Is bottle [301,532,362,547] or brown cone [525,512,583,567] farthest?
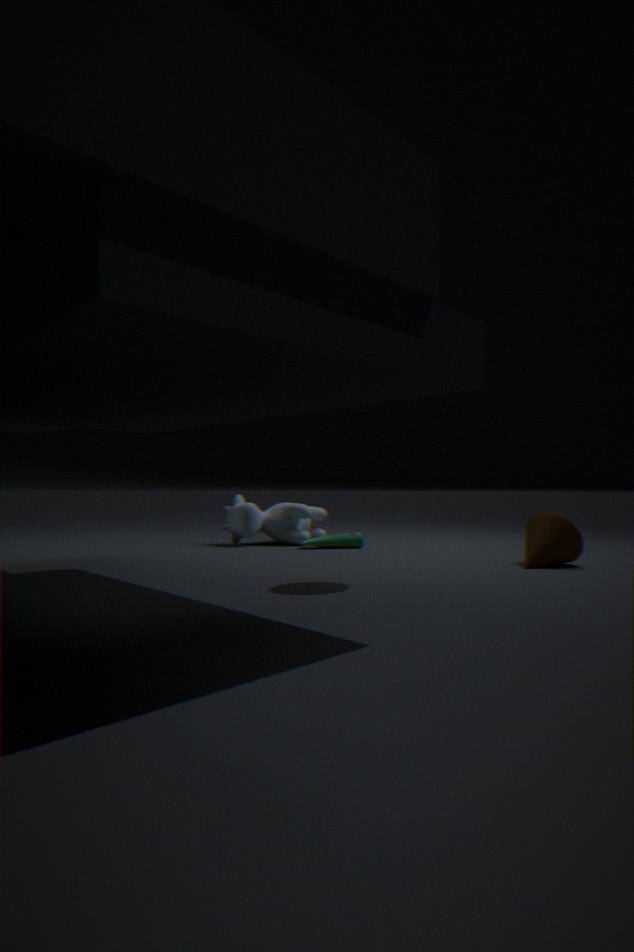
bottle [301,532,362,547]
